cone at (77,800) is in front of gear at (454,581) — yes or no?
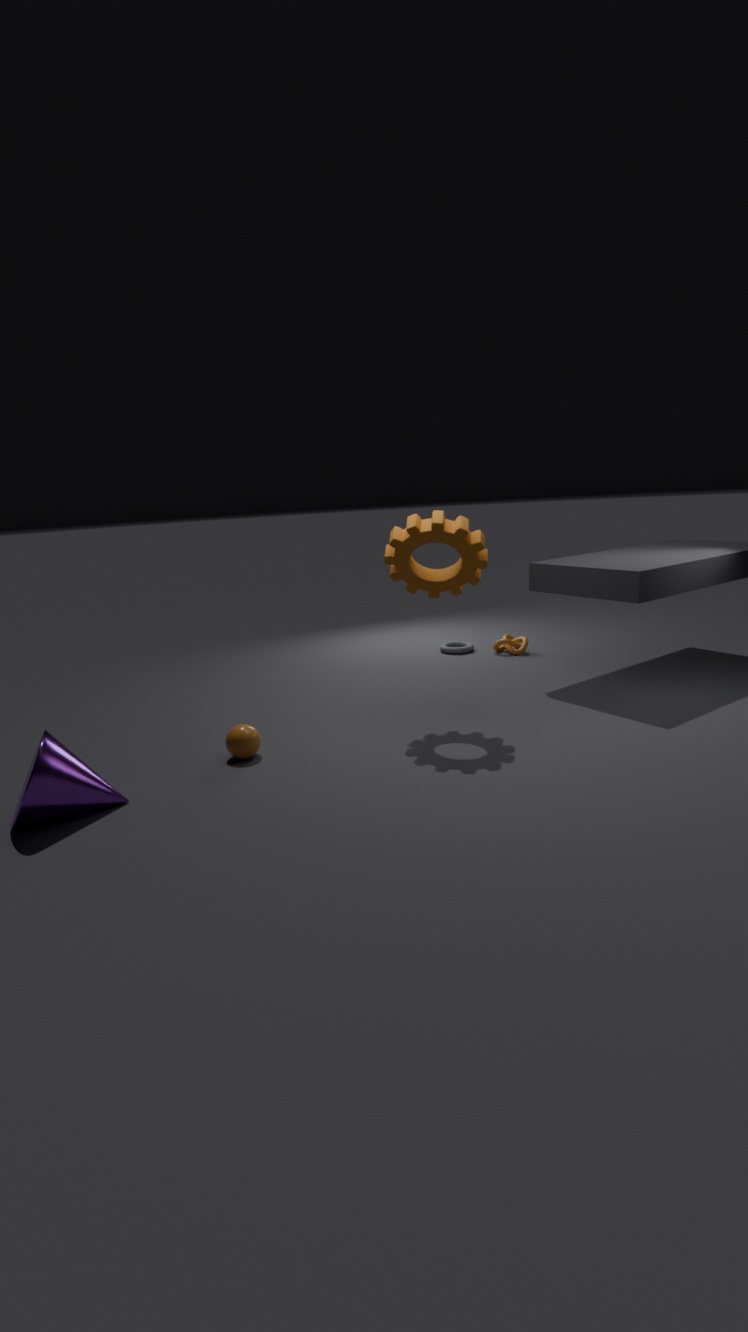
Yes
